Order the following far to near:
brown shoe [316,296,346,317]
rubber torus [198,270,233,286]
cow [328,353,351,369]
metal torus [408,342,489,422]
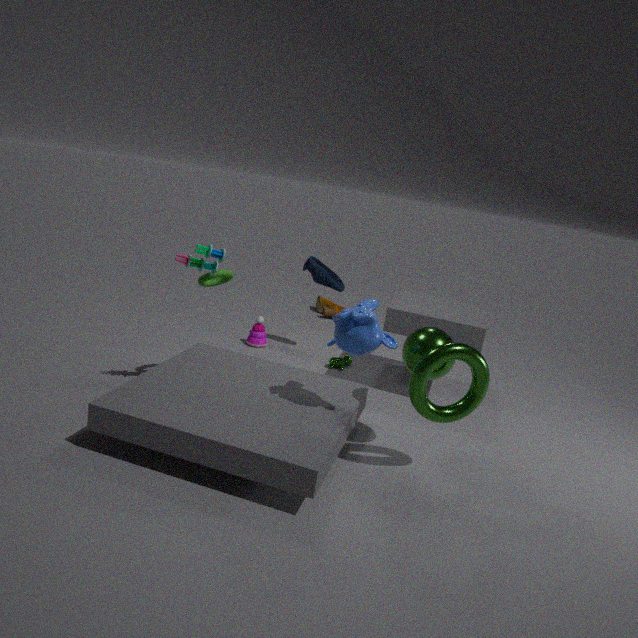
brown shoe [316,296,346,317] < cow [328,353,351,369] < rubber torus [198,270,233,286] < metal torus [408,342,489,422]
